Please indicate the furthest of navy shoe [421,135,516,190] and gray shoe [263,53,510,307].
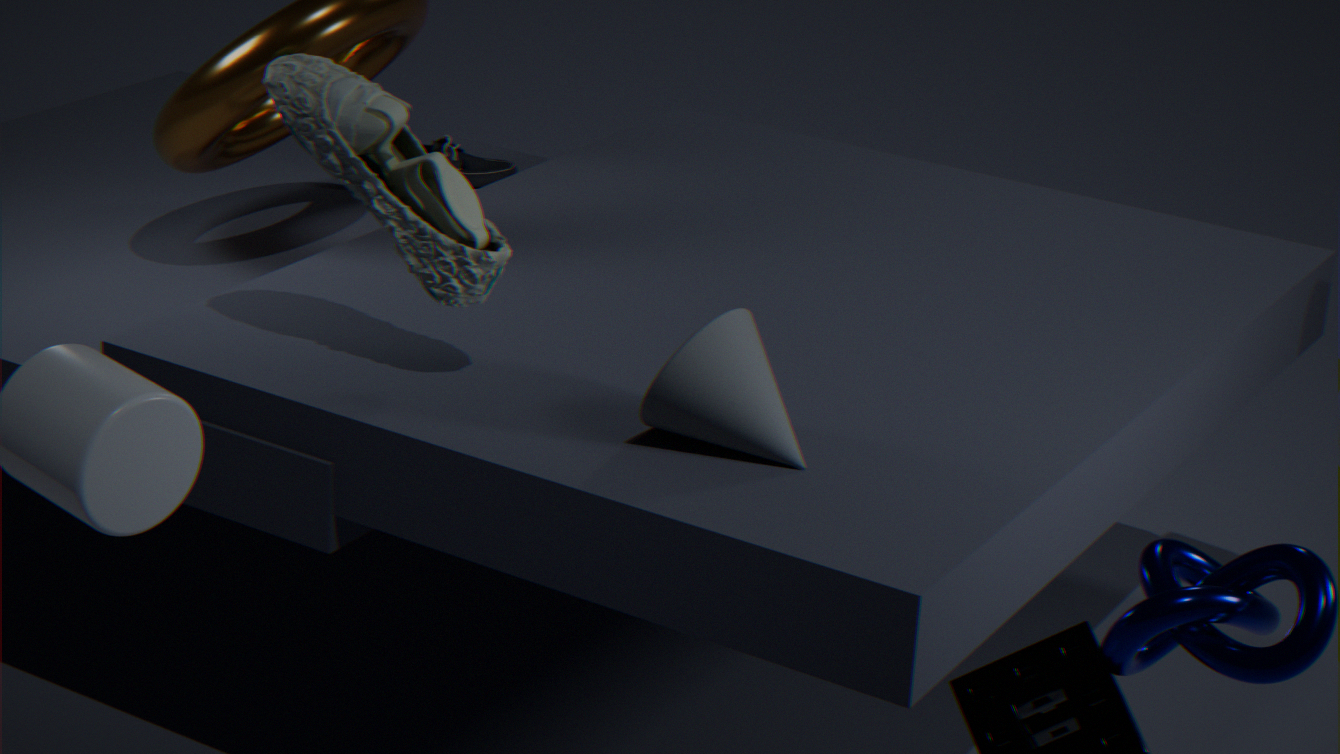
navy shoe [421,135,516,190]
